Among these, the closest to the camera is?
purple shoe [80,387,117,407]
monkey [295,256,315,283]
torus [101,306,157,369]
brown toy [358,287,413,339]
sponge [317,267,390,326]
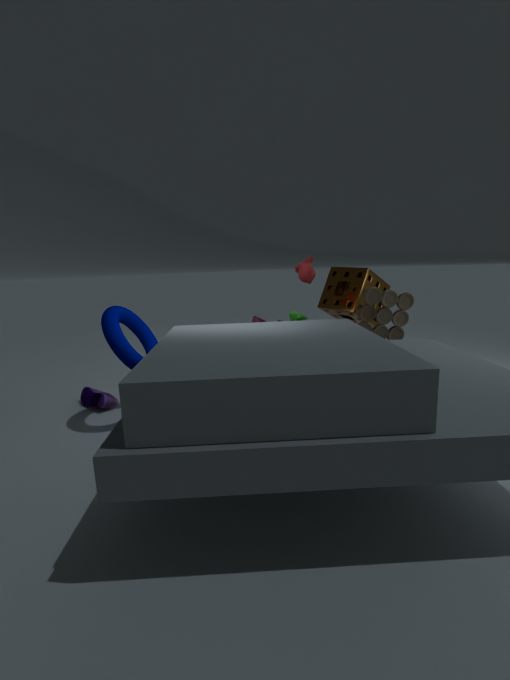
torus [101,306,157,369]
